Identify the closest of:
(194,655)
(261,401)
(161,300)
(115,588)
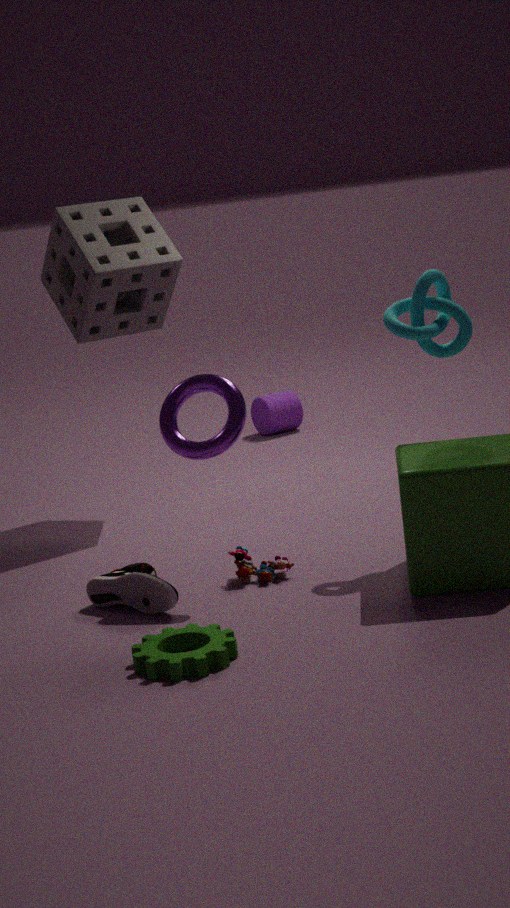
(194,655)
